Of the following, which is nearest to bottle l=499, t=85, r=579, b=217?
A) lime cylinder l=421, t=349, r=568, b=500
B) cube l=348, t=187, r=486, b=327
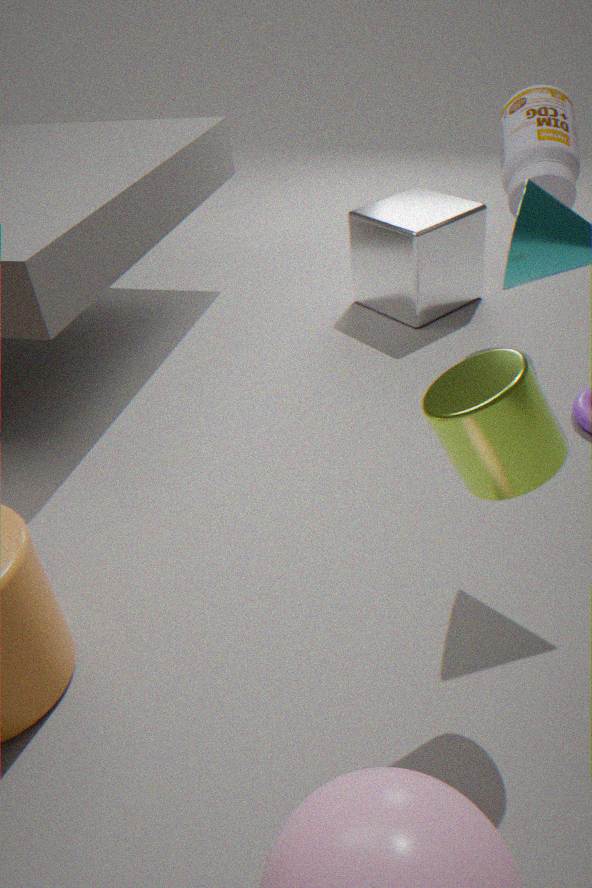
cube l=348, t=187, r=486, b=327
